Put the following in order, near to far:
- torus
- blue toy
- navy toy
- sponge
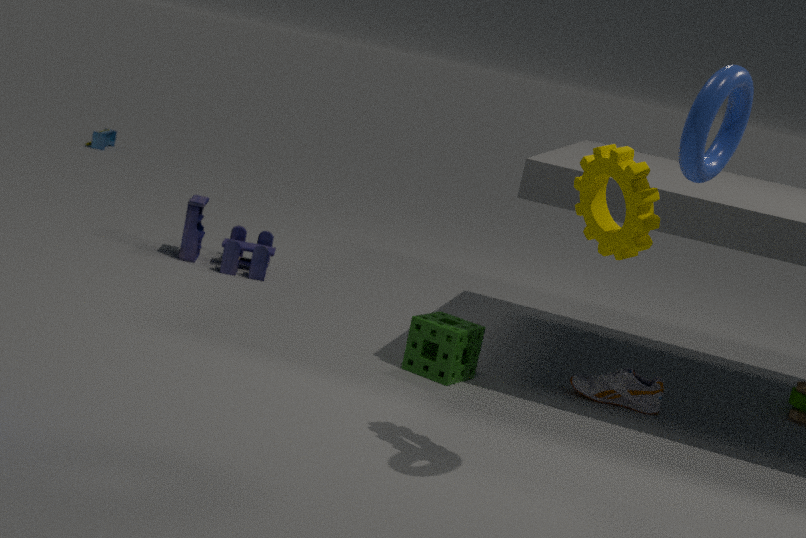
1. torus
2. sponge
3. navy toy
4. blue toy
